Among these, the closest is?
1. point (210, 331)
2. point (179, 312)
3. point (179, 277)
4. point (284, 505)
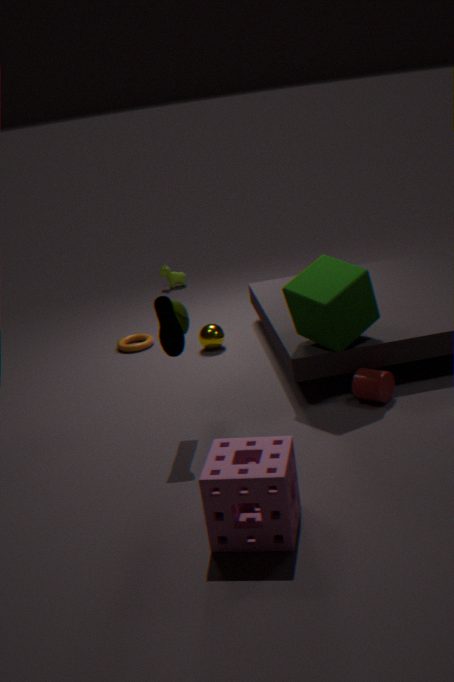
point (284, 505)
